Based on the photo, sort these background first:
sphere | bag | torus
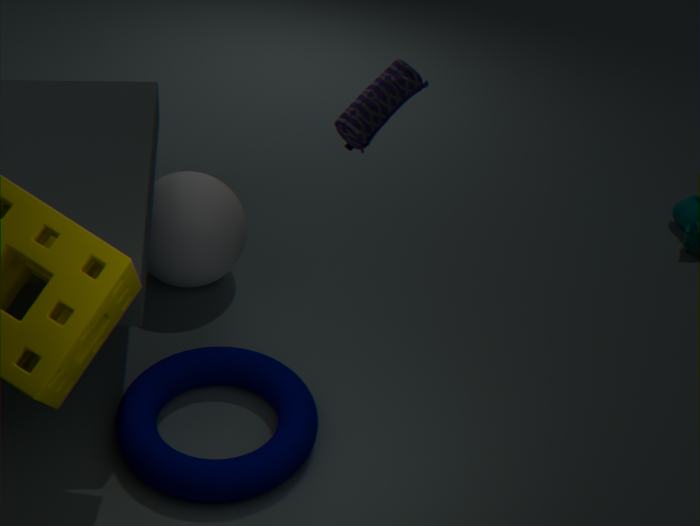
sphere
torus
bag
